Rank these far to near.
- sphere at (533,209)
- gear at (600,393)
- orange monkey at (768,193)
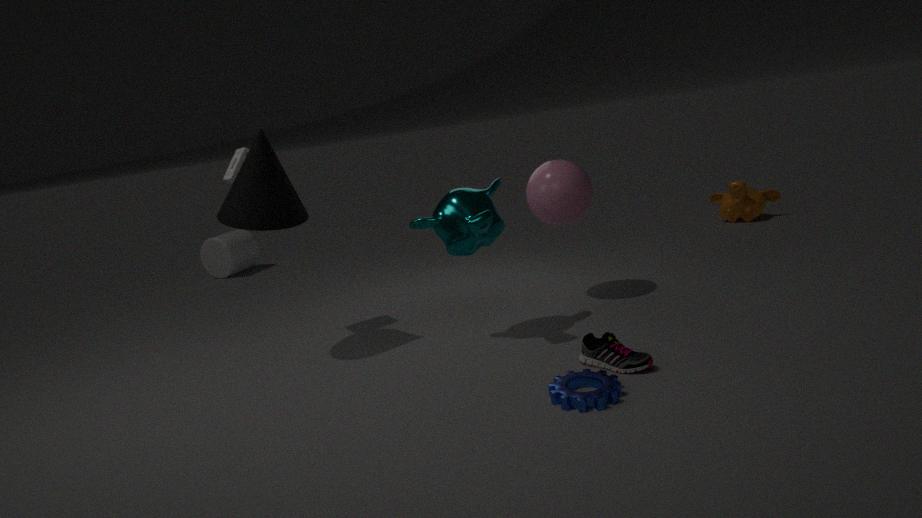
orange monkey at (768,193), sphere at (533,209), gear at (600,393)
